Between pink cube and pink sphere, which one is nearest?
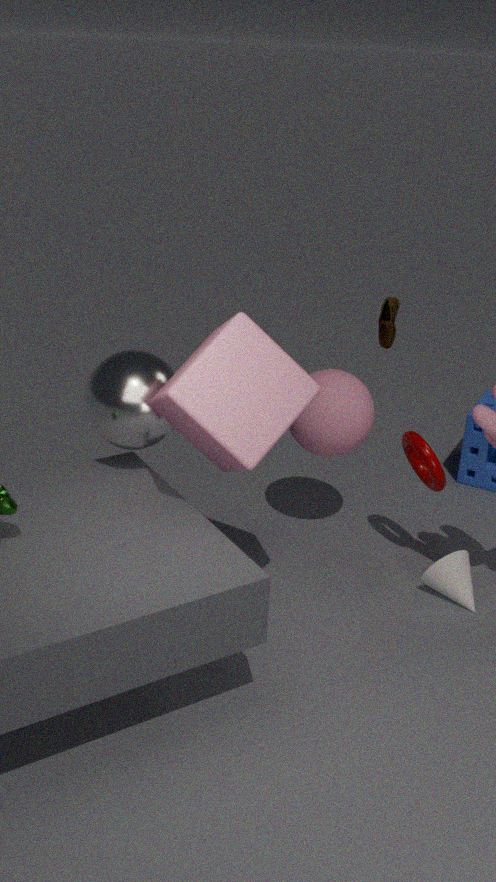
pink cube
